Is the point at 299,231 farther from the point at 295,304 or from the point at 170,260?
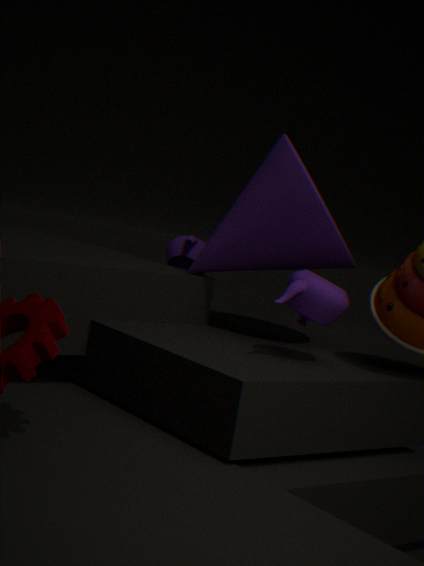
the point at 170,260
